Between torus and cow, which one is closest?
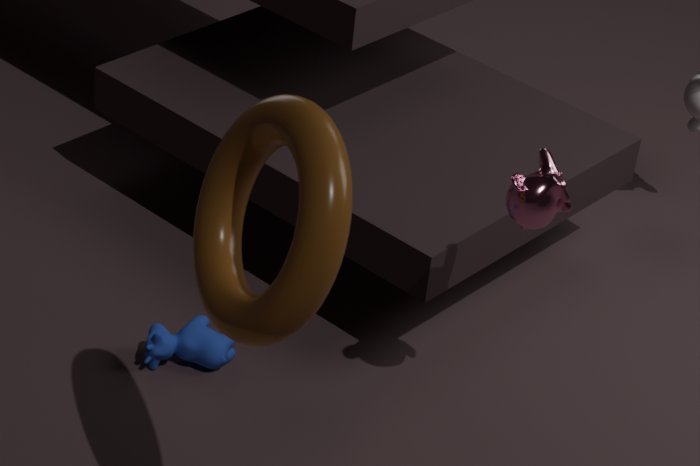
torus
